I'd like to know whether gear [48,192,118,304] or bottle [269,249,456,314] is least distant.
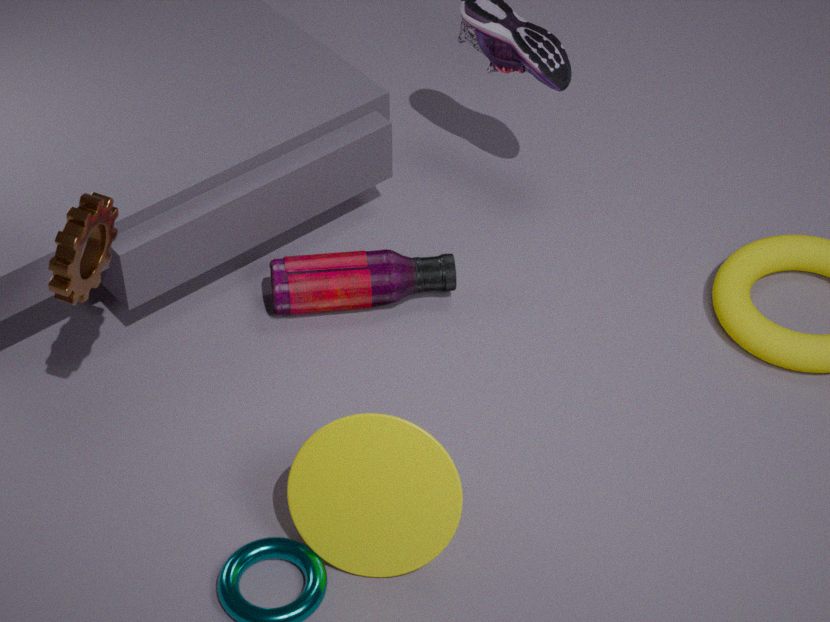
gear [48,192,118,304]
